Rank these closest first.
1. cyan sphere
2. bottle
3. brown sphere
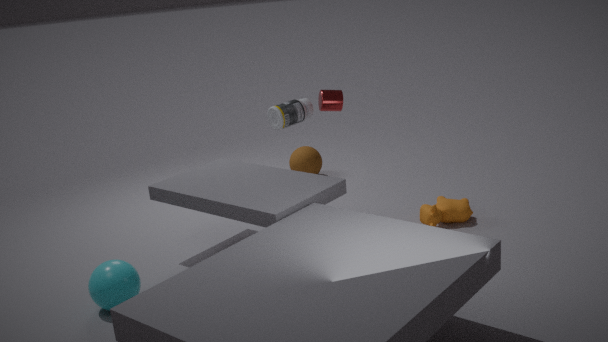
cyan sphere
bottle
brown sphere
